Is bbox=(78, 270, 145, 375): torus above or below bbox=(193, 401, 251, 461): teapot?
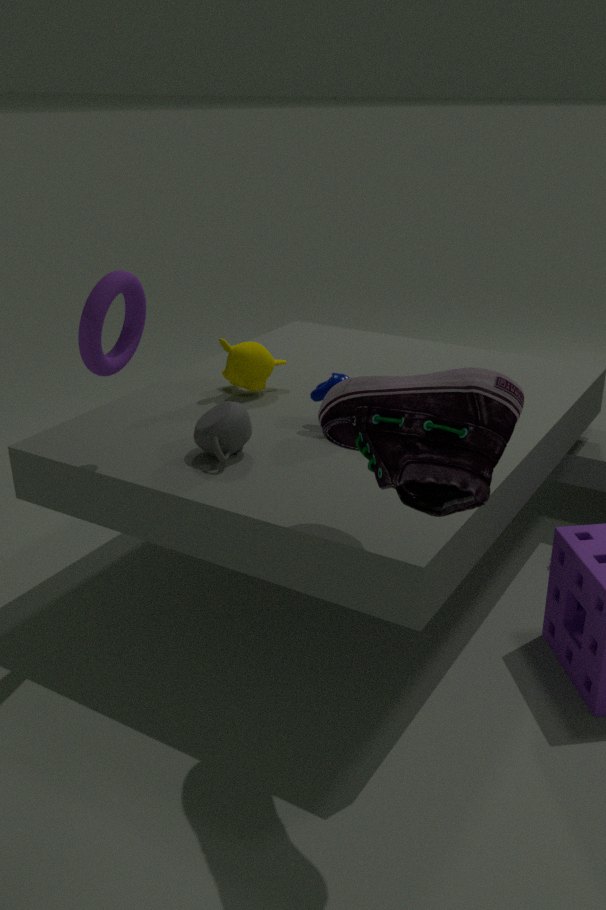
above
